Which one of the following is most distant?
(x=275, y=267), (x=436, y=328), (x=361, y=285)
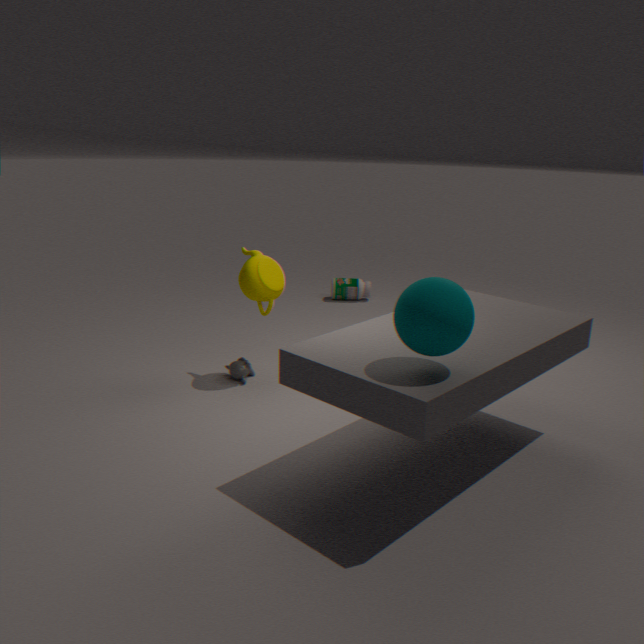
(x=361, y=285)
